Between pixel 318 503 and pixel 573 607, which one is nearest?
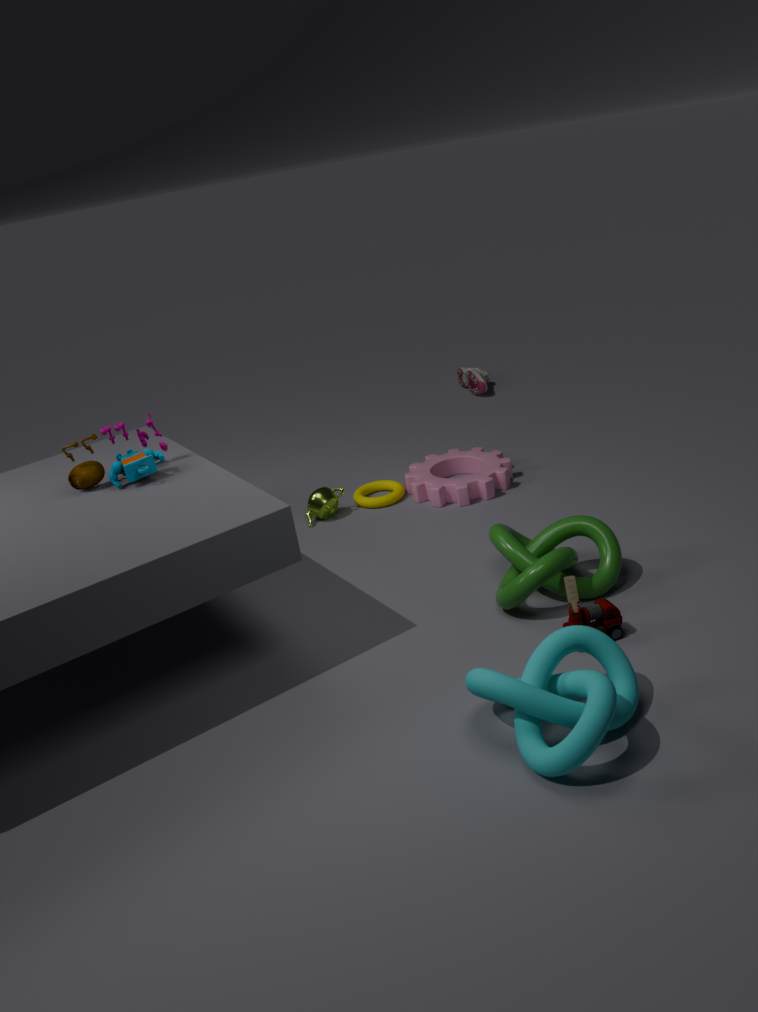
pixel 573 607
